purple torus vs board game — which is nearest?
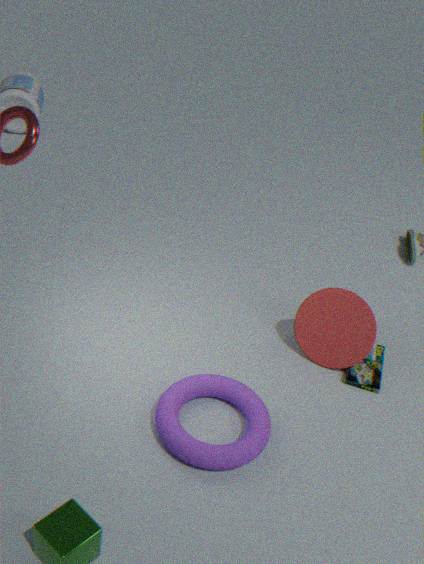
purple torus
